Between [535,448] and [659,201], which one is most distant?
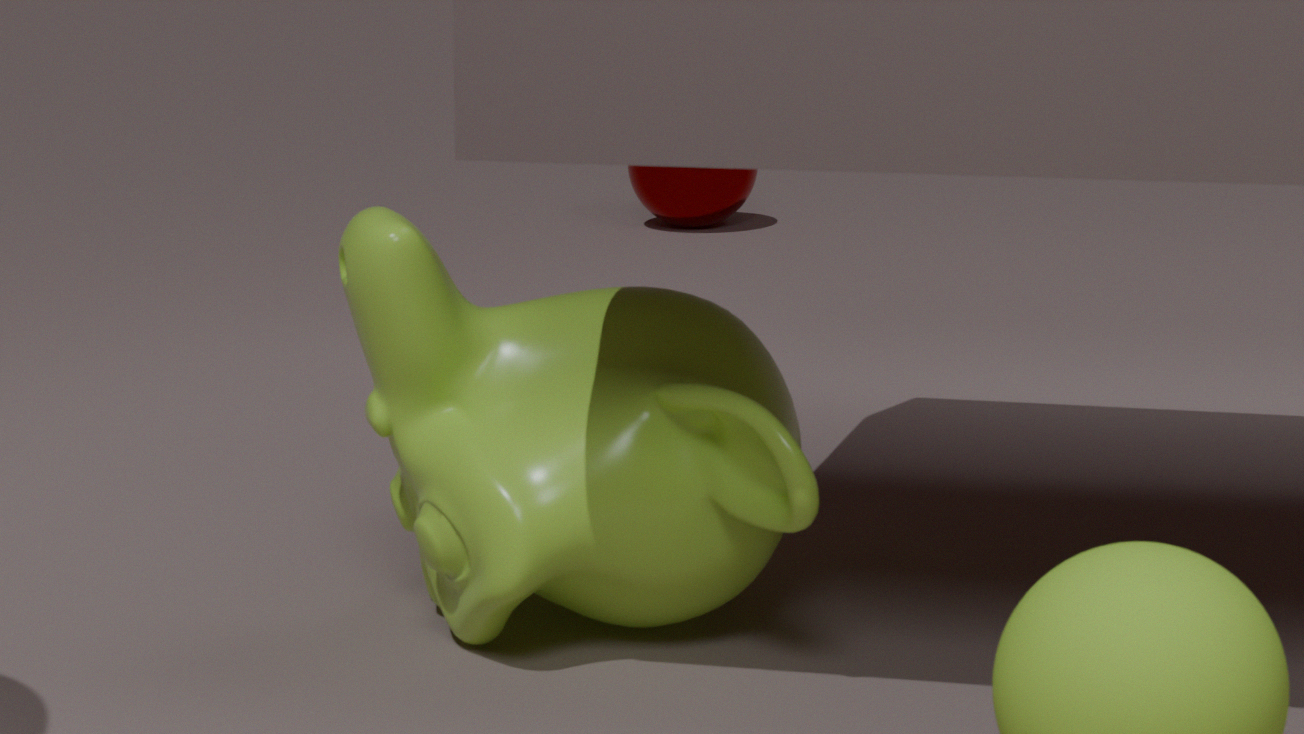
[659,201]
